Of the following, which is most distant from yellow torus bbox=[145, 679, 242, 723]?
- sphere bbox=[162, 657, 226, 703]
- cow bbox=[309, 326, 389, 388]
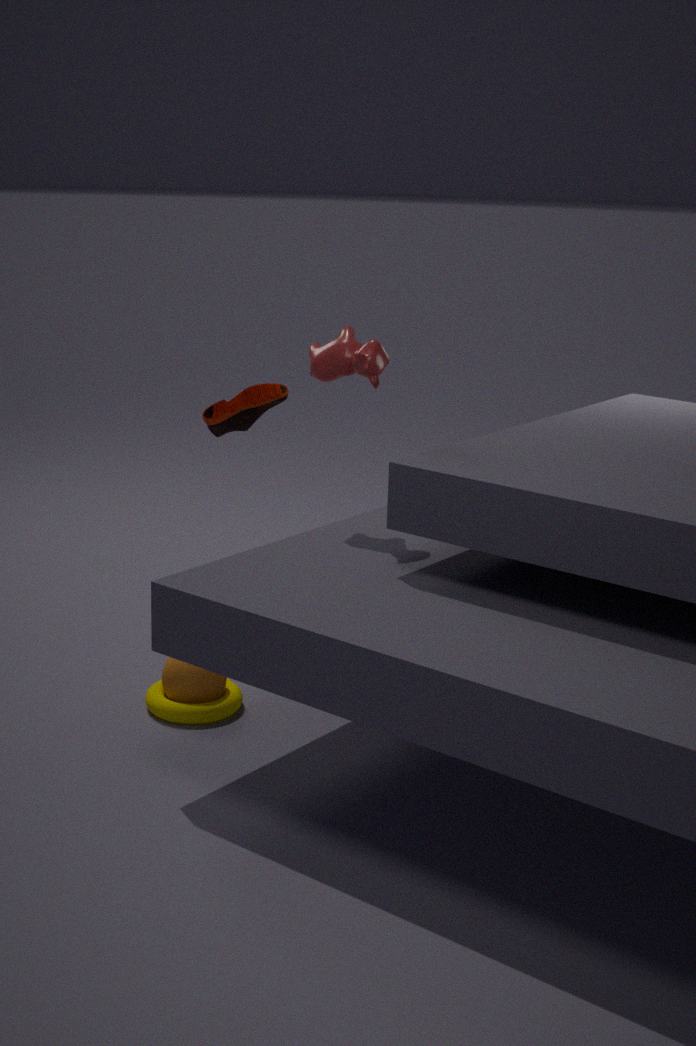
cow bbox=[309, 326, 389, 388]
